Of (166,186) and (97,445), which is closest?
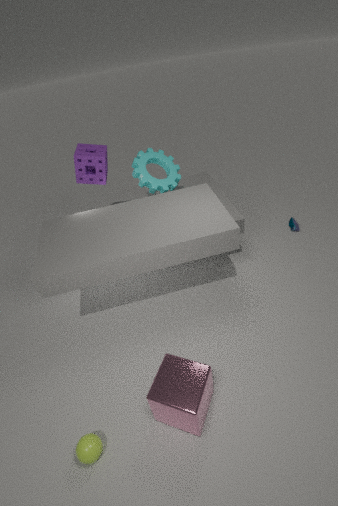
(97,445)
